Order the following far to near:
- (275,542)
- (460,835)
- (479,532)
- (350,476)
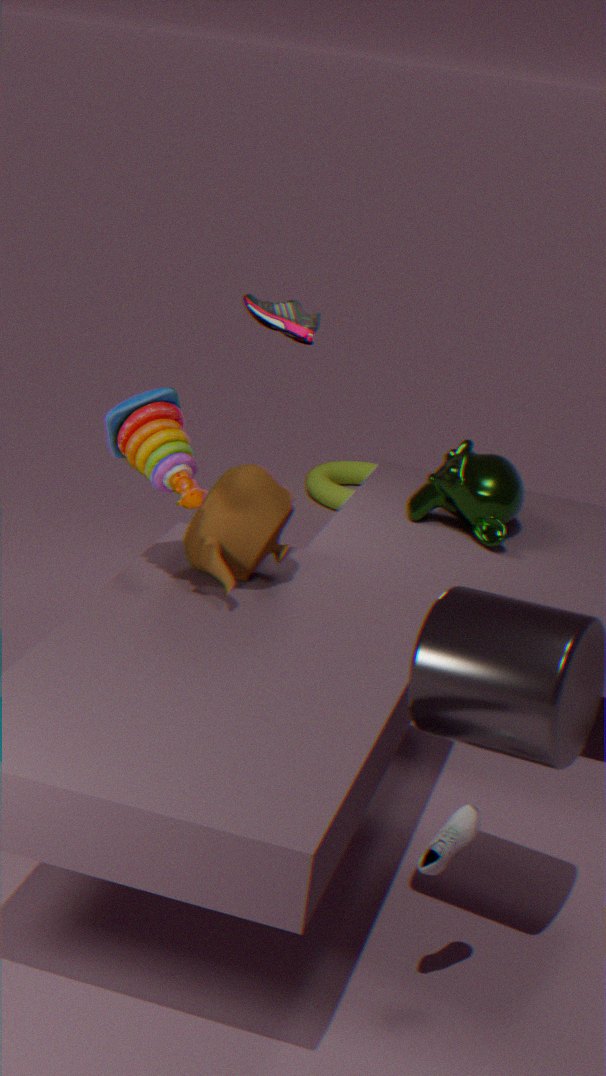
(350,476) < (479,532) < (275,542) < (460,835)
